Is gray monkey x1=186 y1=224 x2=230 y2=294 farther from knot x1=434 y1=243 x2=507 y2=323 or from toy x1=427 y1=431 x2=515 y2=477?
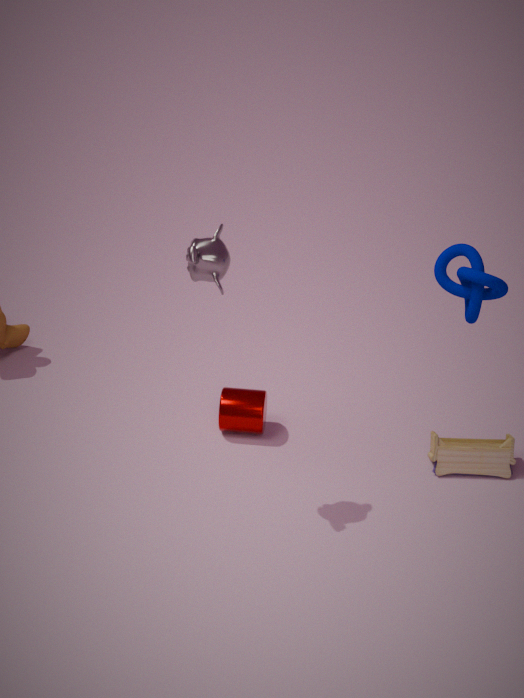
toy x1=427 y1=431 x2=515 y2=477
